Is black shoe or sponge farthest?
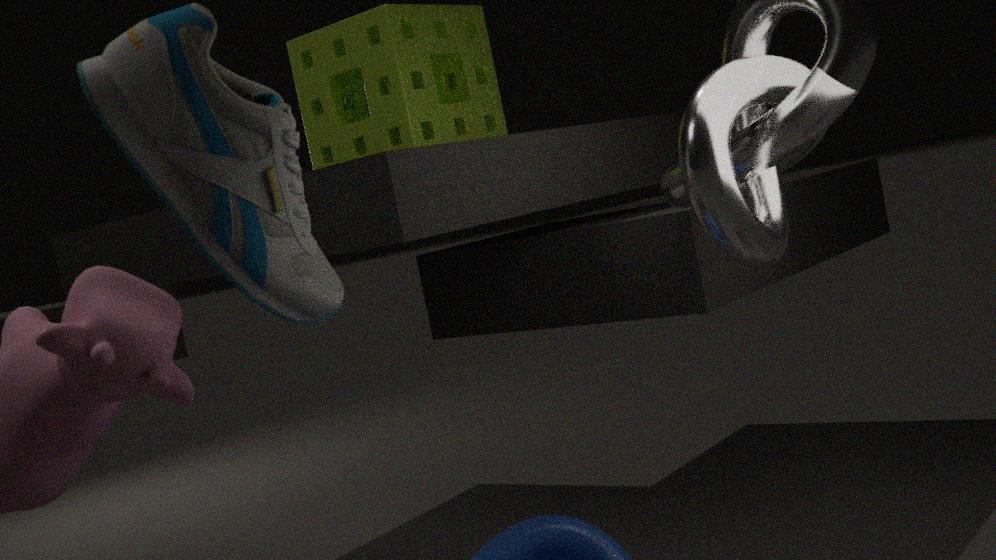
sponge
